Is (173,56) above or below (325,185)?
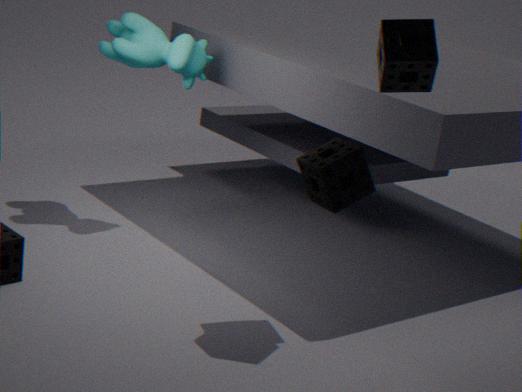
above
